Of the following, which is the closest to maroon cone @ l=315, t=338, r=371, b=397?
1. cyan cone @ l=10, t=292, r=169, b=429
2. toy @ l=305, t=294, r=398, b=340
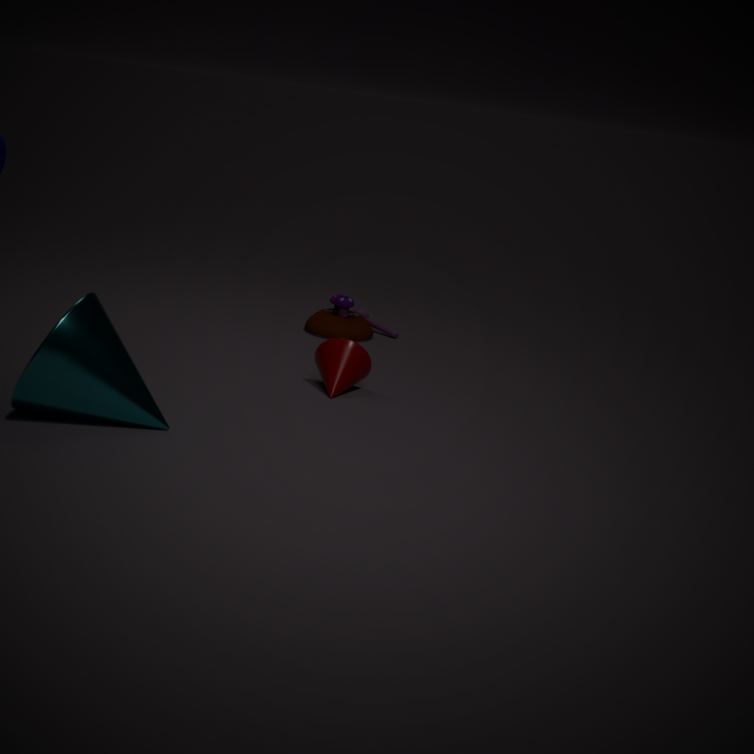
toy @ l=305, t=294, r=398, b=340
